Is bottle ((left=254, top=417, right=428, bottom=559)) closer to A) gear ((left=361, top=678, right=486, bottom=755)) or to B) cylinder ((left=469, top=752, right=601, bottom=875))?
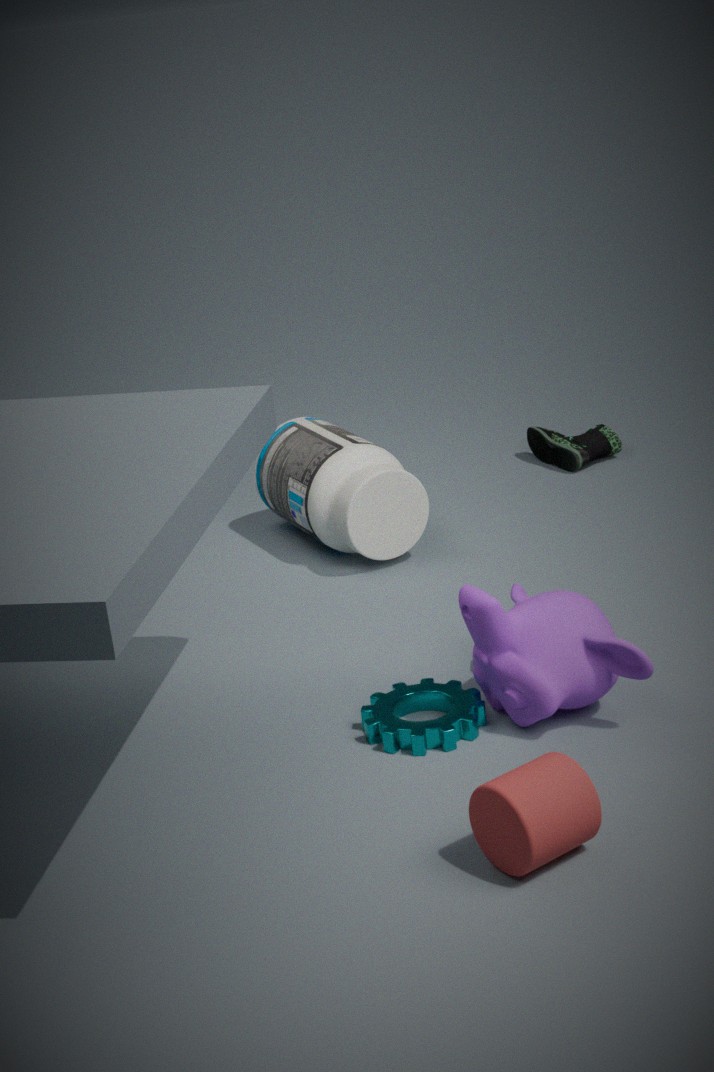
A) gear ((left=361, top=678, right=486, bottom=755))
